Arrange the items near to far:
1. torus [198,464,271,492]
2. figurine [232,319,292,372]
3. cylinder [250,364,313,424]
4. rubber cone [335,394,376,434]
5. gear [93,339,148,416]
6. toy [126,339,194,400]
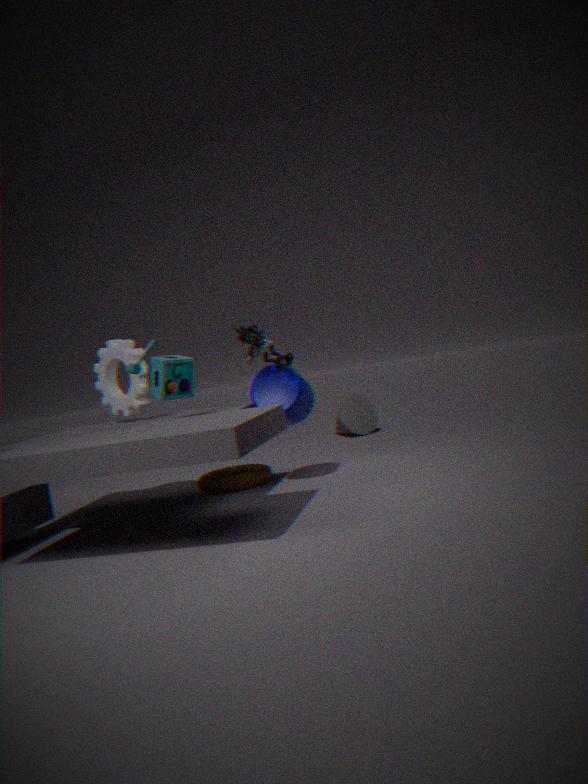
toy [126,339,194,400]
figurine [232,319,292,372]
cylinder [250,364,313,424]
gear [93,339,148,416]
torus [198,464,271,492]
rubber cone [335,394,376,434]
